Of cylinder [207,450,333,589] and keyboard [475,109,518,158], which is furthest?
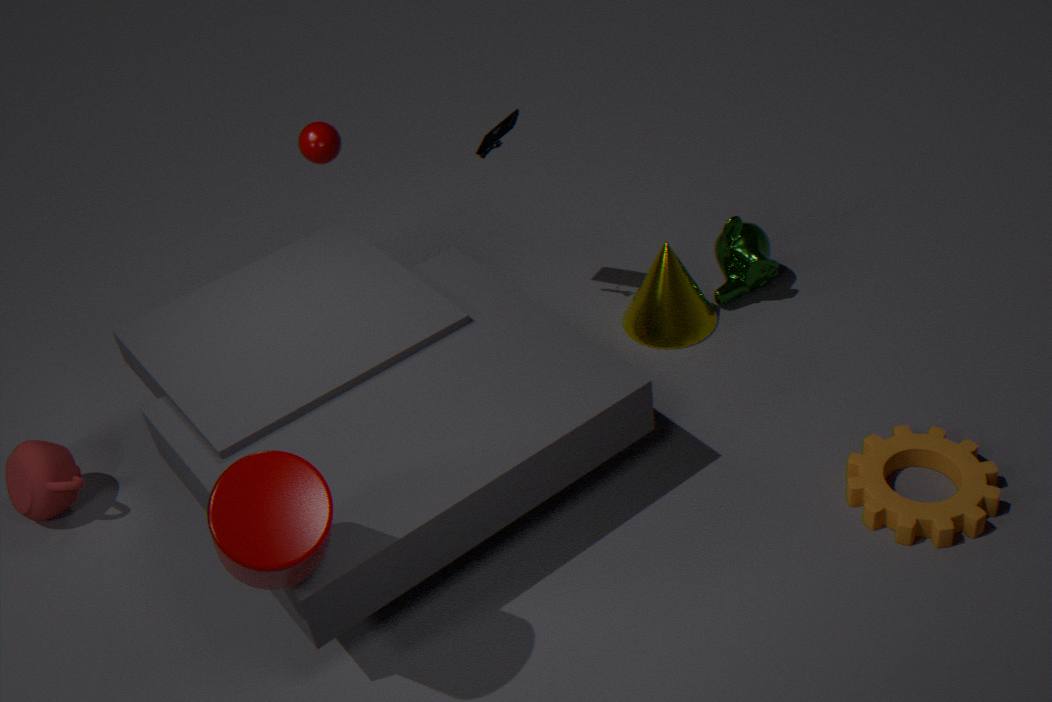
keyboard [475,109,518,158]
